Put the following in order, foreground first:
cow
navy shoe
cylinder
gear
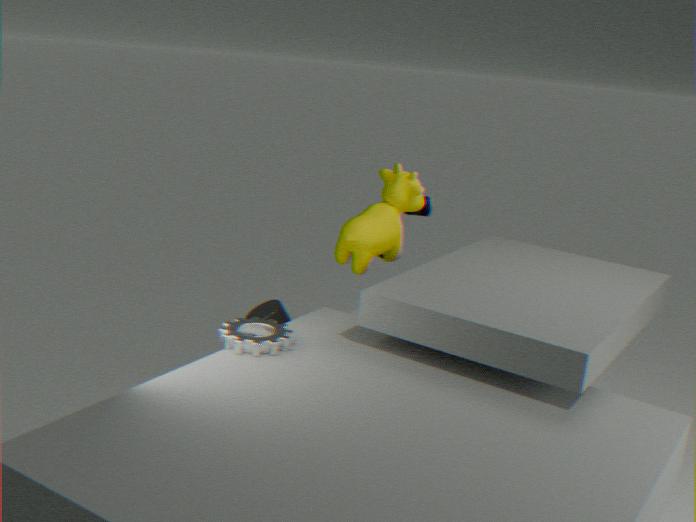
gear < cylinder < cow < navy shoe
